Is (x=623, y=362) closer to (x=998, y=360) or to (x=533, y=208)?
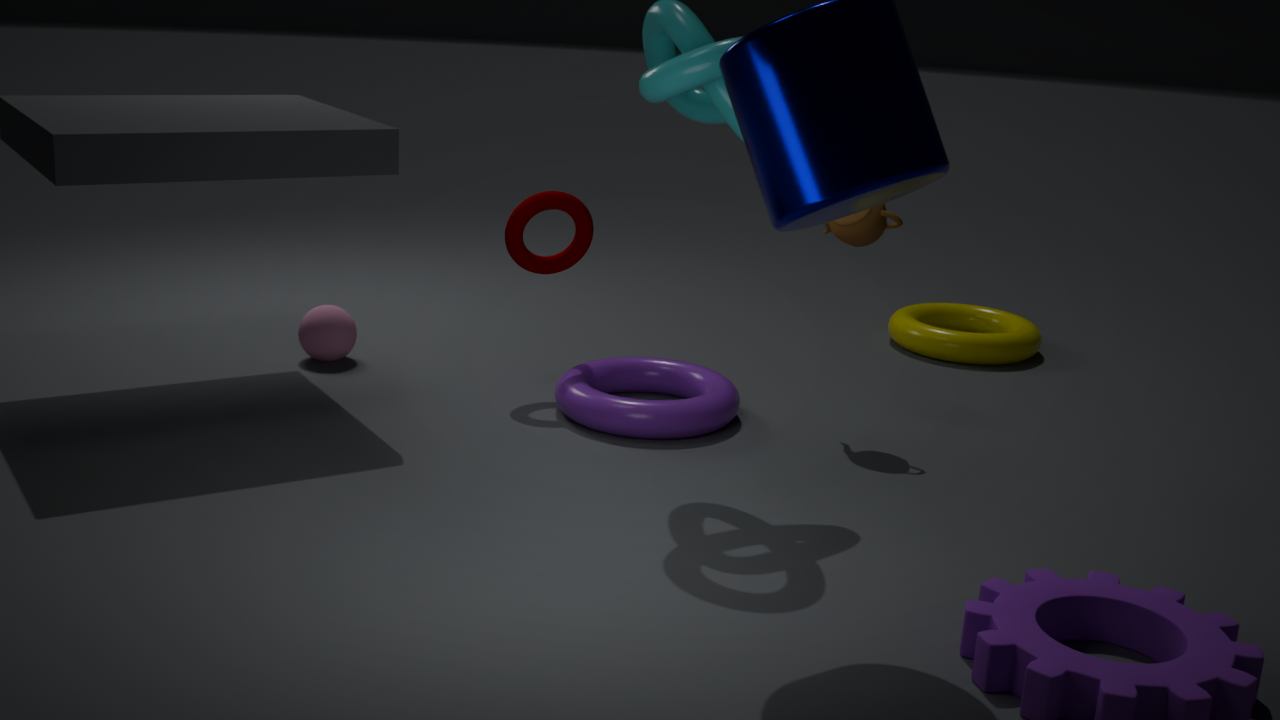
(x=533, y=208)
